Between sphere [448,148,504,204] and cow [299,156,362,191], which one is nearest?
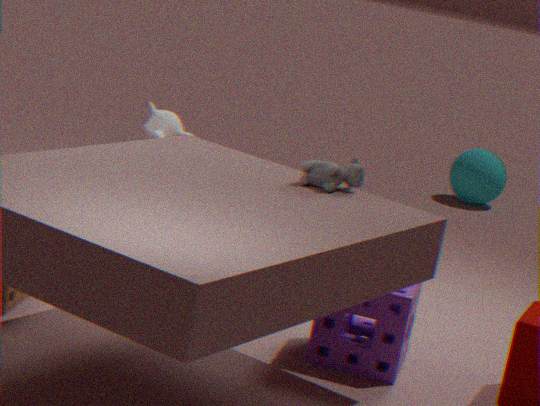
cow [299,156,362,191]
